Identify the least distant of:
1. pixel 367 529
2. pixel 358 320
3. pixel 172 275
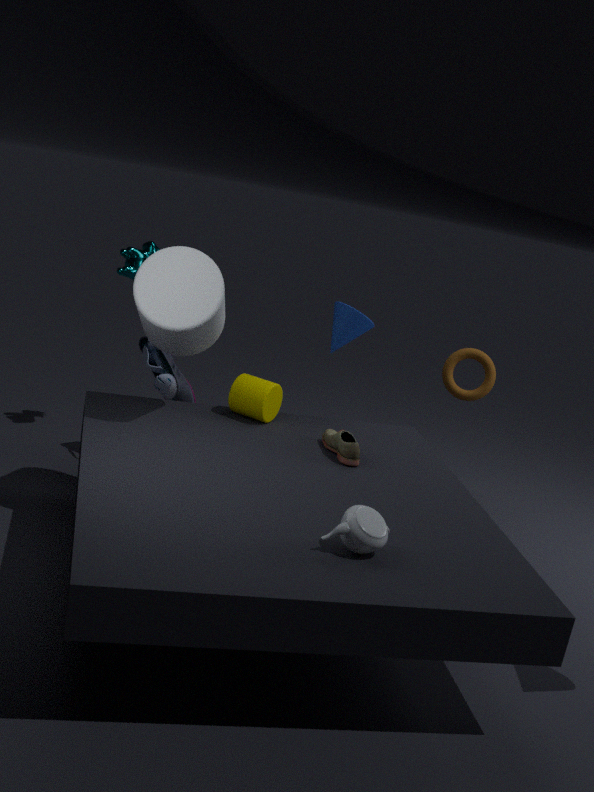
pixel 367 529
